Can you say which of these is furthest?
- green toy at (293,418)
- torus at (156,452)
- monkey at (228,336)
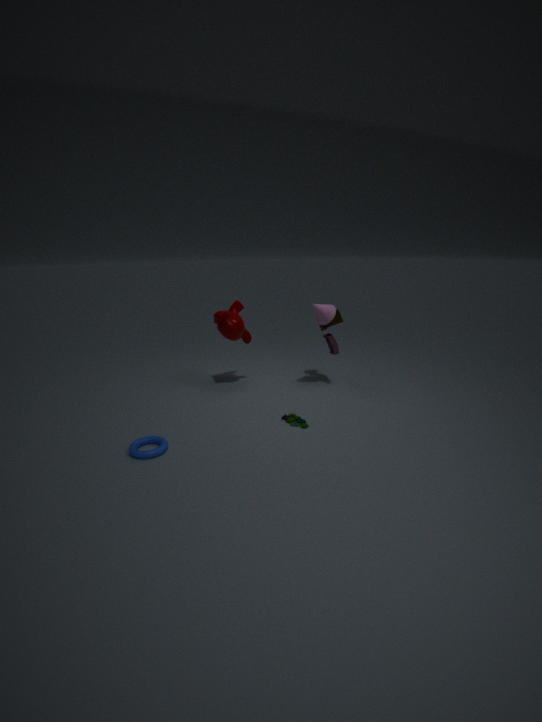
monkey at (228,336)
